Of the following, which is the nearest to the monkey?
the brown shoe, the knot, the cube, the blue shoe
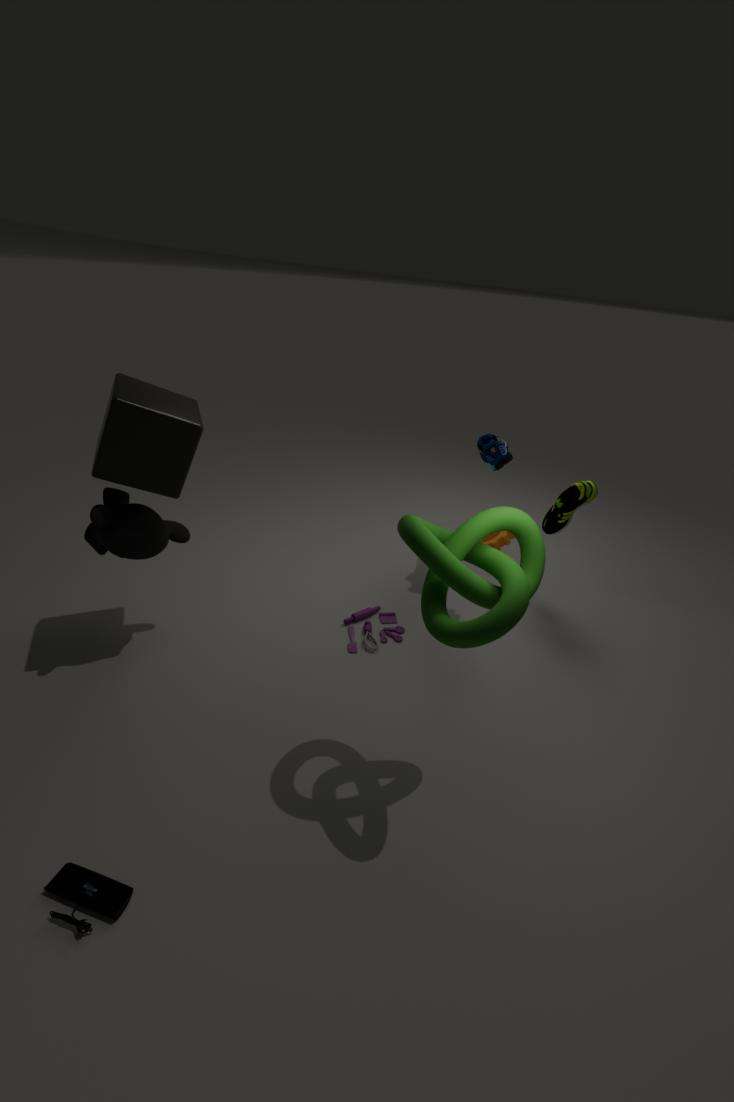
the cube
